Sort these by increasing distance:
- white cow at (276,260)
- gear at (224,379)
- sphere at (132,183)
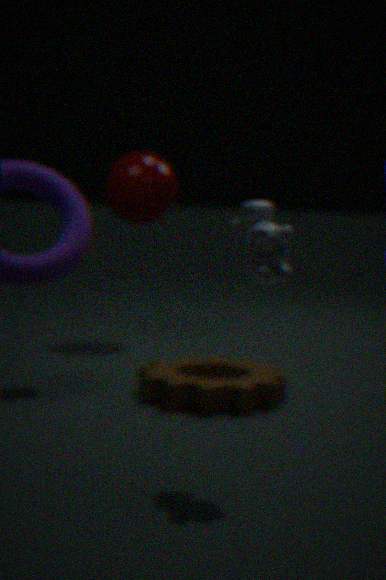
white cow at (276,260) → gear at (224,379) → sphere at (132,183)
